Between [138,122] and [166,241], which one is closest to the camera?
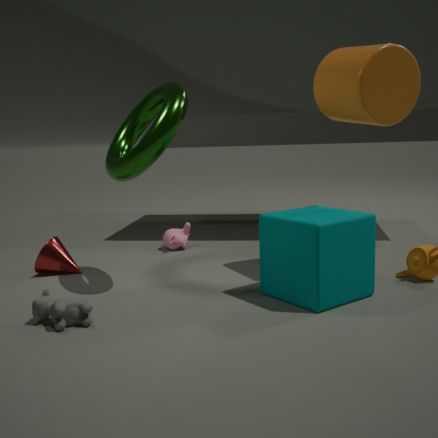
[138,122]
